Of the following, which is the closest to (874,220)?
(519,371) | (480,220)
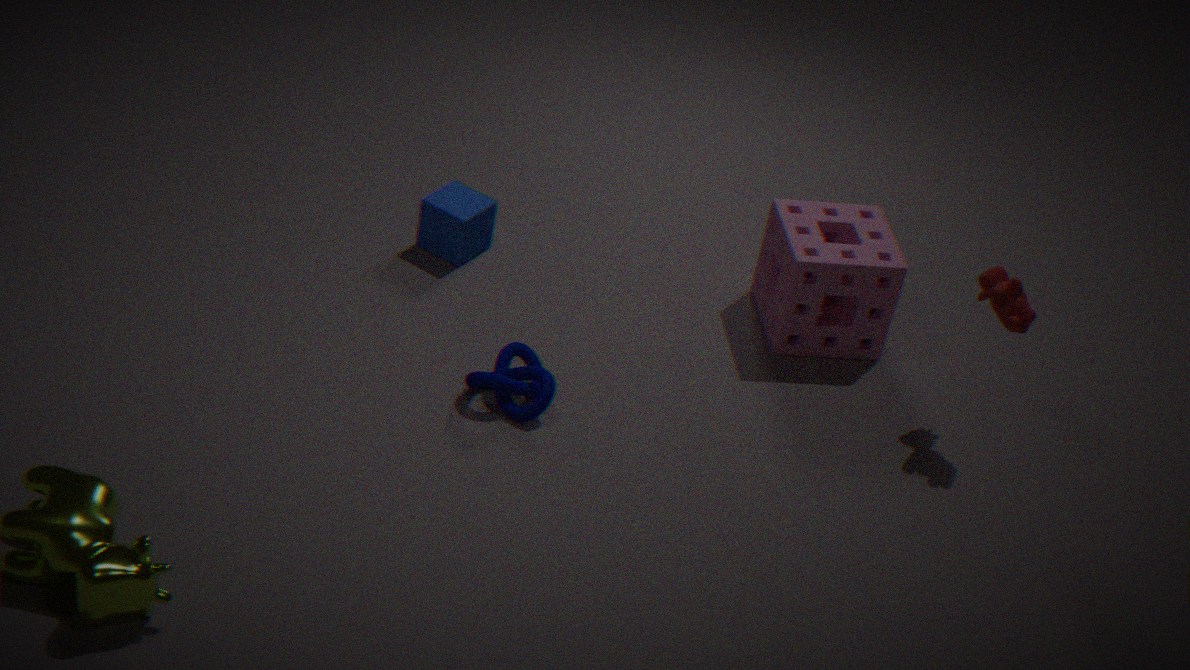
(519,371)
